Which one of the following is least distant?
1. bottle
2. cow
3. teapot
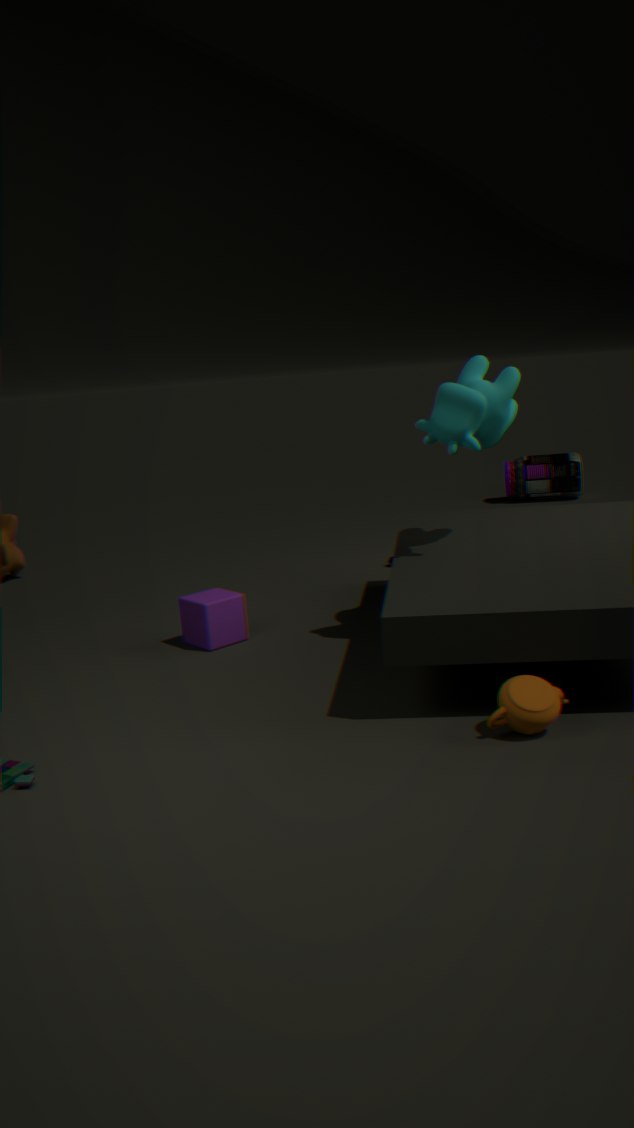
teapot
